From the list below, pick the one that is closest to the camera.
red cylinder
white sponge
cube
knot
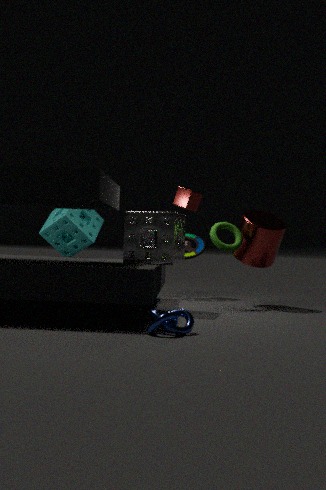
knot
